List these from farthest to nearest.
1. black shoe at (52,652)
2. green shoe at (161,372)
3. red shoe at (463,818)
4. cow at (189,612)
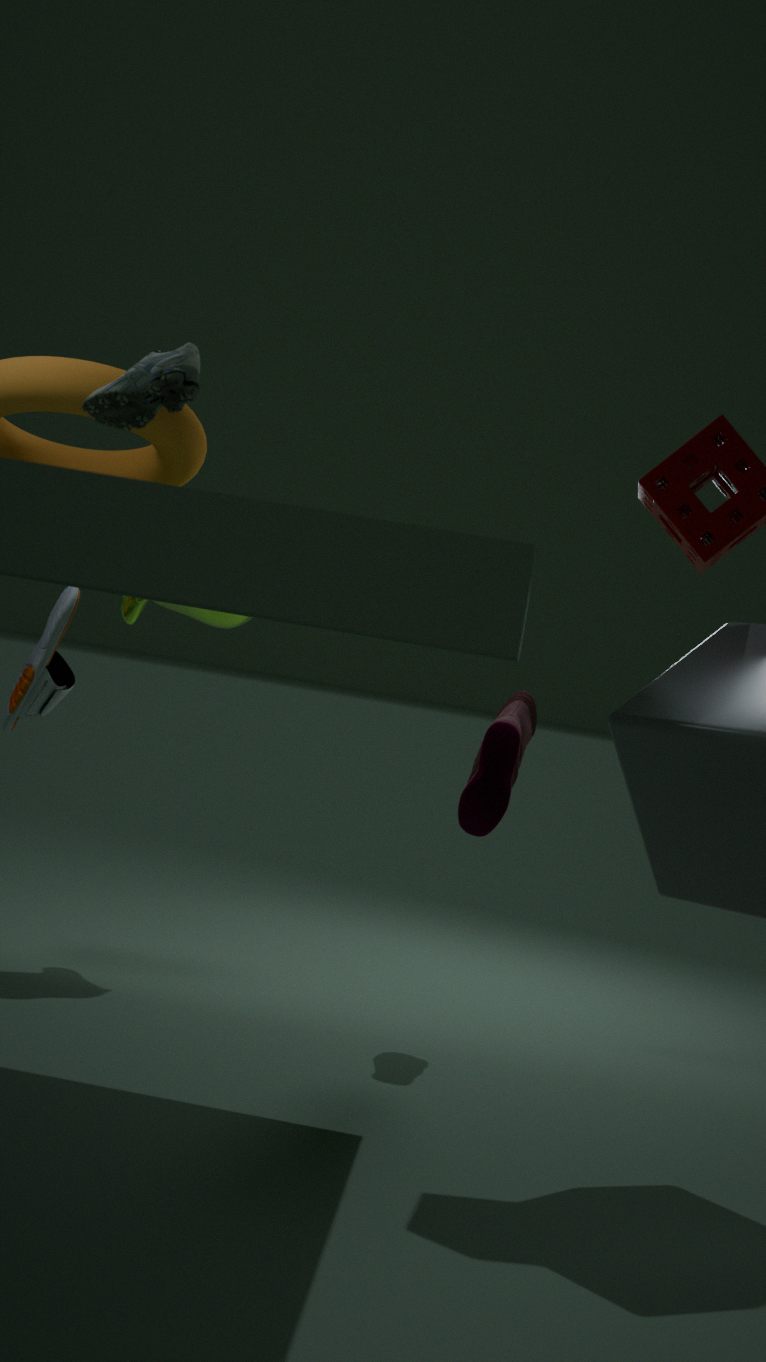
cow at (189,612)
red shoe at (463,818)
black shoe at (52,652)
green shoe at (161,372)
